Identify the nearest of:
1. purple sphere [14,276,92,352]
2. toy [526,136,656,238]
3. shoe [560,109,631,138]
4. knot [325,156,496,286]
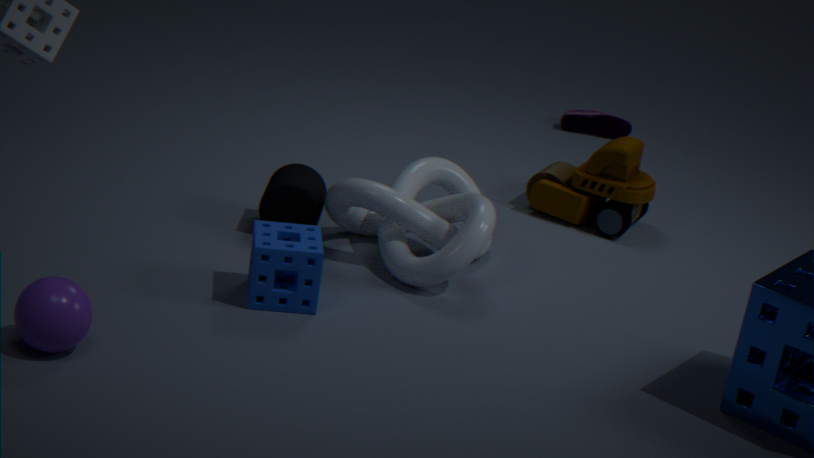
purple sphere [14,276,92,352]
